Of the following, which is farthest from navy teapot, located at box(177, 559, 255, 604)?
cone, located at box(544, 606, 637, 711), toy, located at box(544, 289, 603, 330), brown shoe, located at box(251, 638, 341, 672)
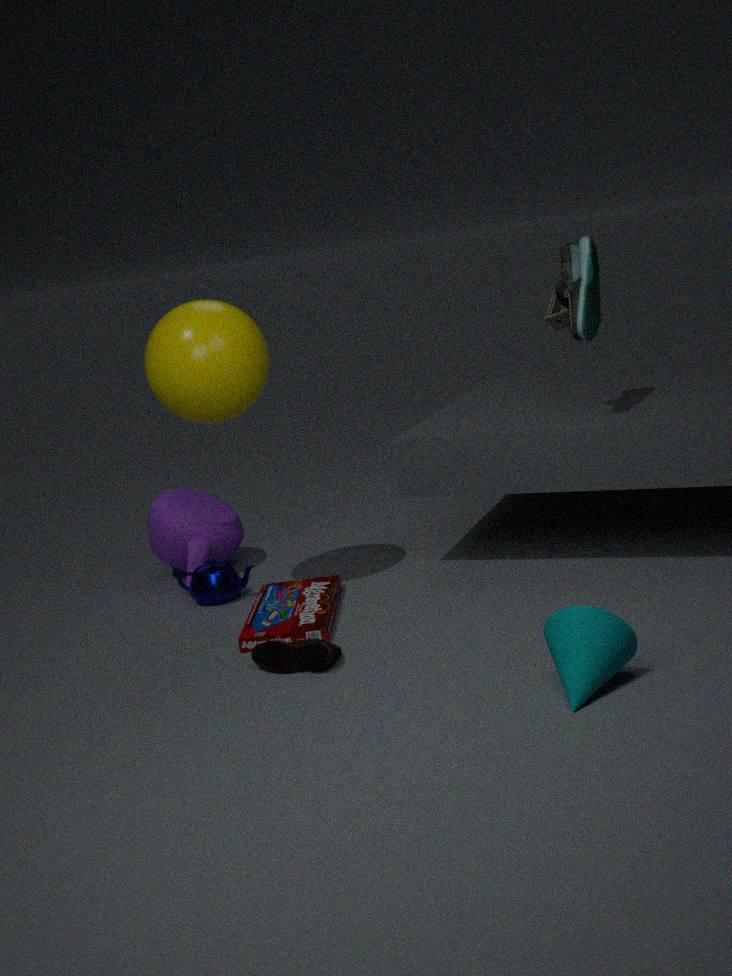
toy, located at box(544, 289, 603, 330)
